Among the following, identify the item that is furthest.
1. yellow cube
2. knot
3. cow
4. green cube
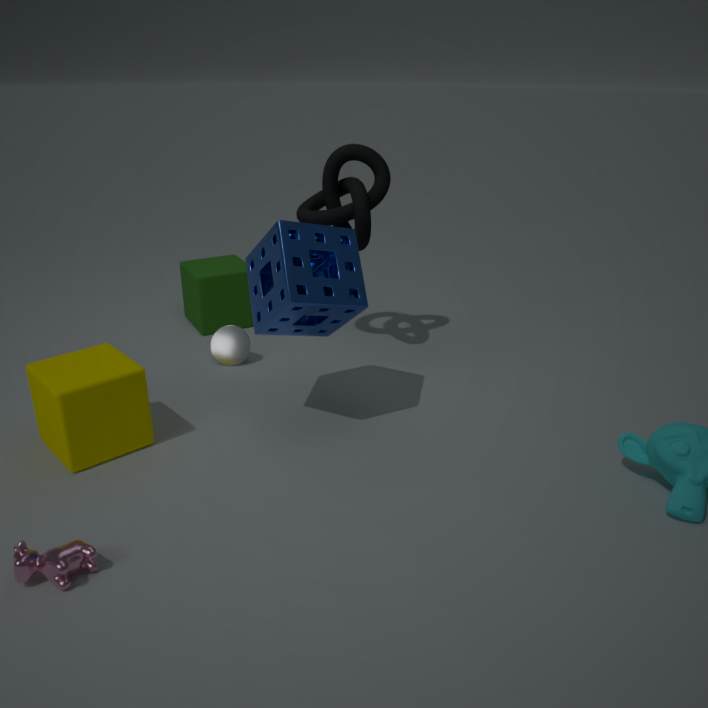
green cube
